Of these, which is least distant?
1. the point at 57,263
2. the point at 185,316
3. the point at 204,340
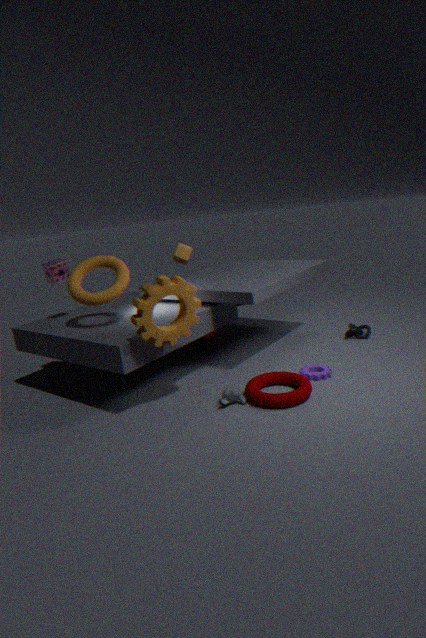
the point at 185,316
